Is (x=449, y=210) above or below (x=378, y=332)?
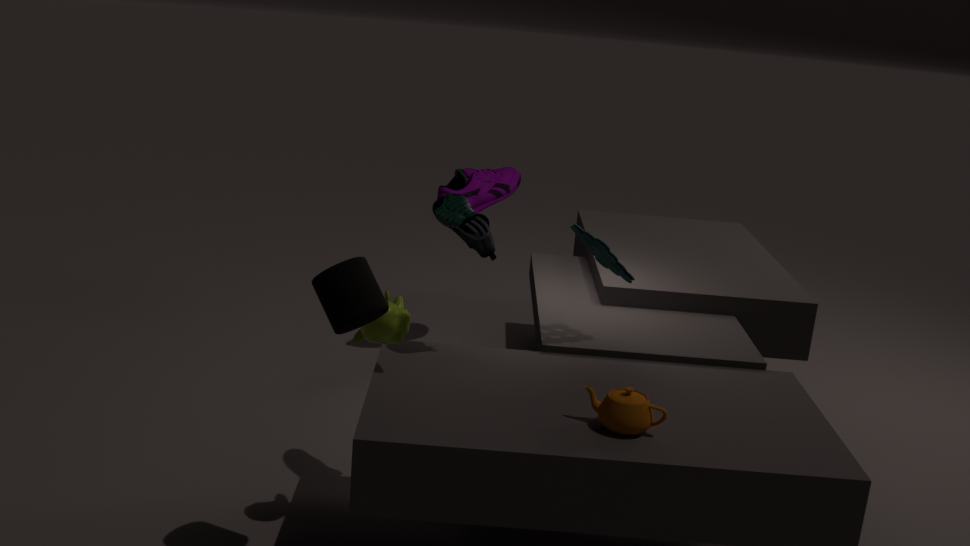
above
